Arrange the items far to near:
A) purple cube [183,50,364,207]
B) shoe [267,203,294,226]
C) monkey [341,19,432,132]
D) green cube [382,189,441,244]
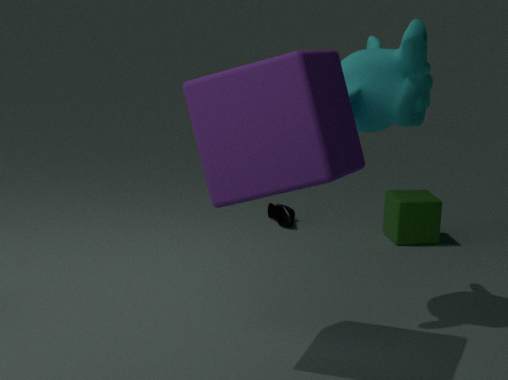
shoe [267,203,294,226]
green cube [382,189,441,244]
monkey [341,19,432,132]
purple cube [183,50,364,207]
